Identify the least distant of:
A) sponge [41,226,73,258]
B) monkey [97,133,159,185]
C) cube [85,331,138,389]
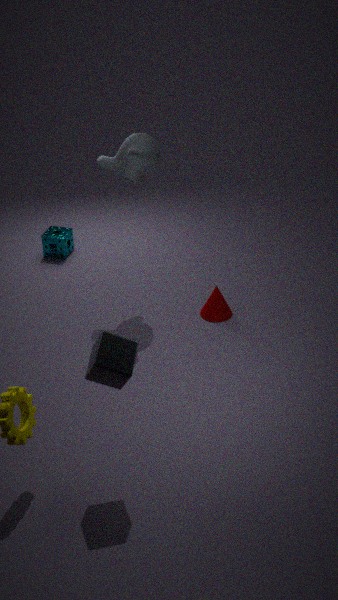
cube [85,331,138,389]
